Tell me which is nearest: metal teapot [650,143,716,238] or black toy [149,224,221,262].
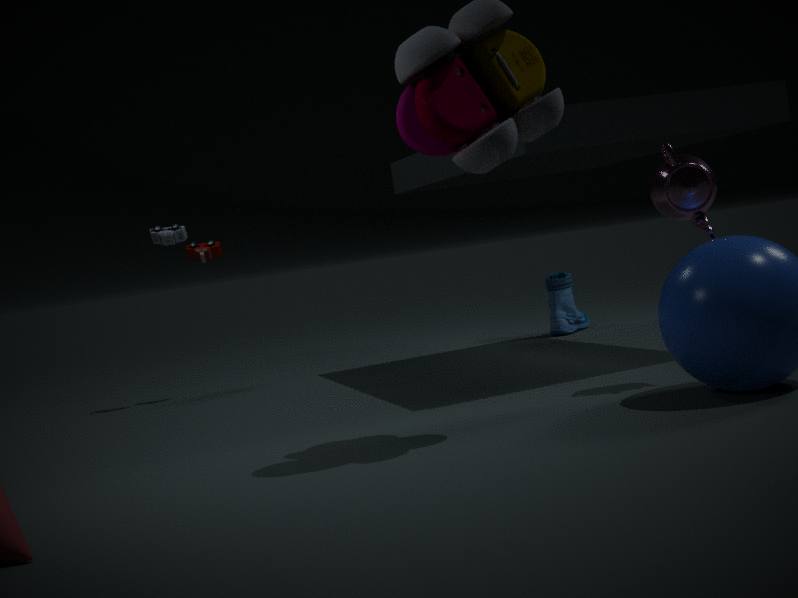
metal teapot [650,143,716,238]
